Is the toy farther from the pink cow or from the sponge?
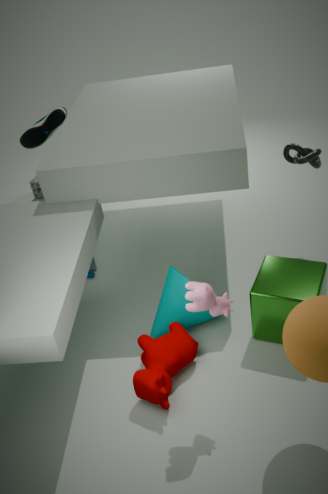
the pink cow
